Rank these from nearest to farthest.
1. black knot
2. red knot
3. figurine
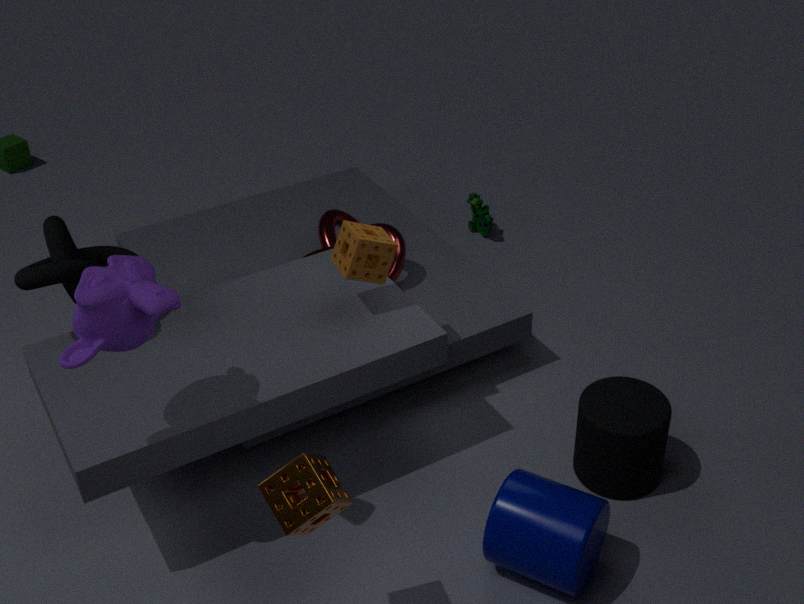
black knot < red knot < figurine
